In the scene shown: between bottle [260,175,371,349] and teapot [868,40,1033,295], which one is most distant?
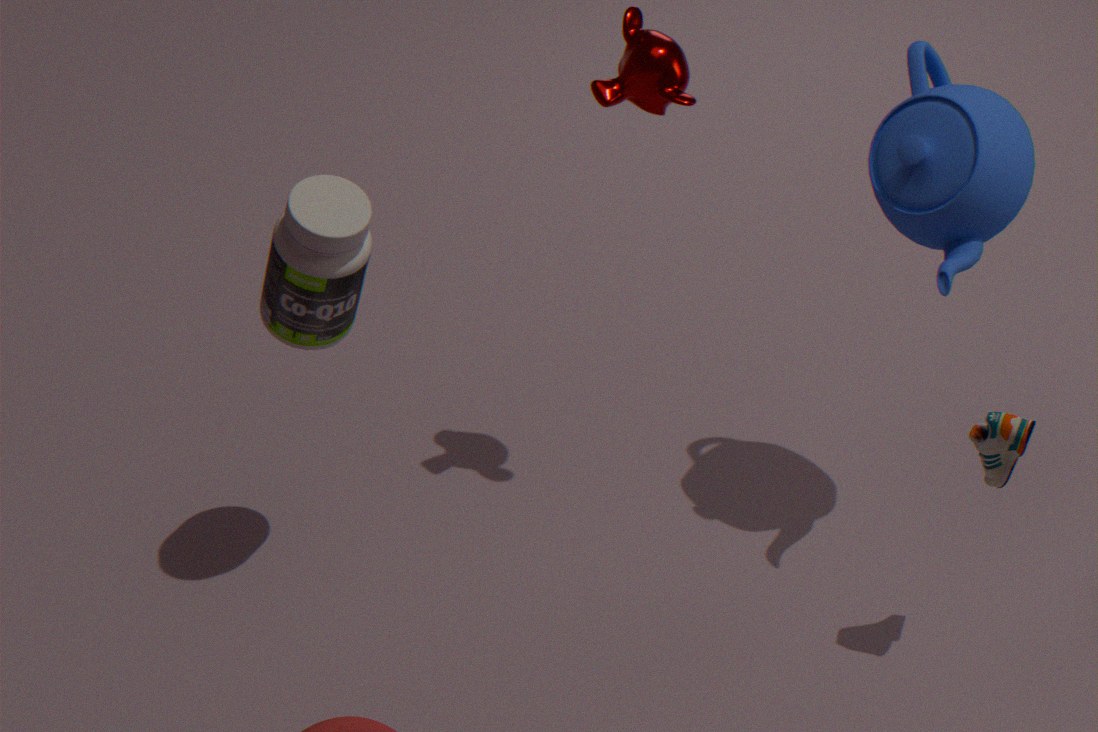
bottle [260,175,371,349]
